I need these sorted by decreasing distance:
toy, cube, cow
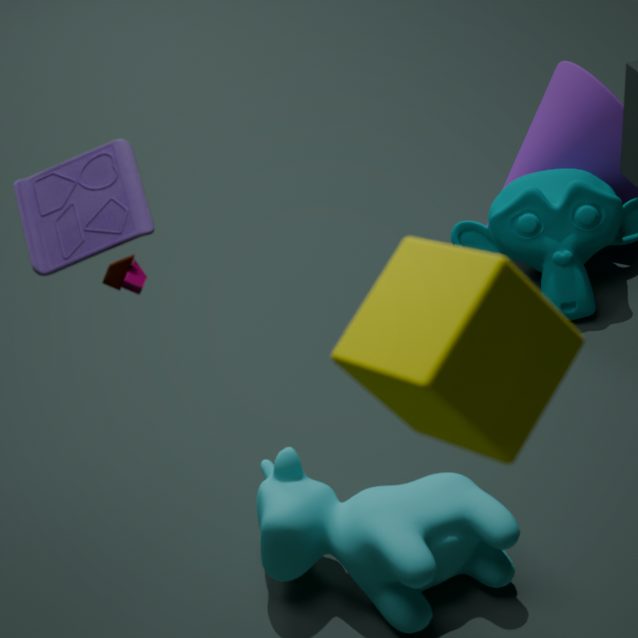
cow, toy, cube
